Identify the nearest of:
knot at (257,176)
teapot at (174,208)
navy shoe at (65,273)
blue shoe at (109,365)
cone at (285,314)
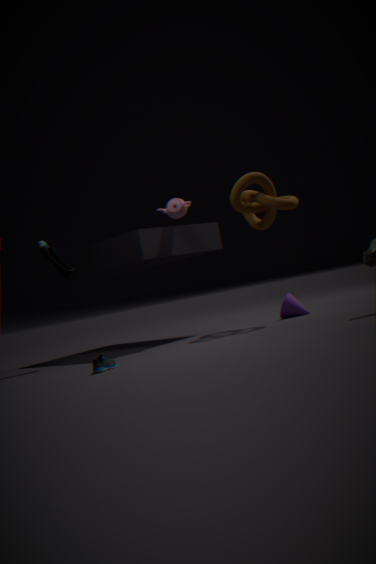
blue shoe at (109,365)
